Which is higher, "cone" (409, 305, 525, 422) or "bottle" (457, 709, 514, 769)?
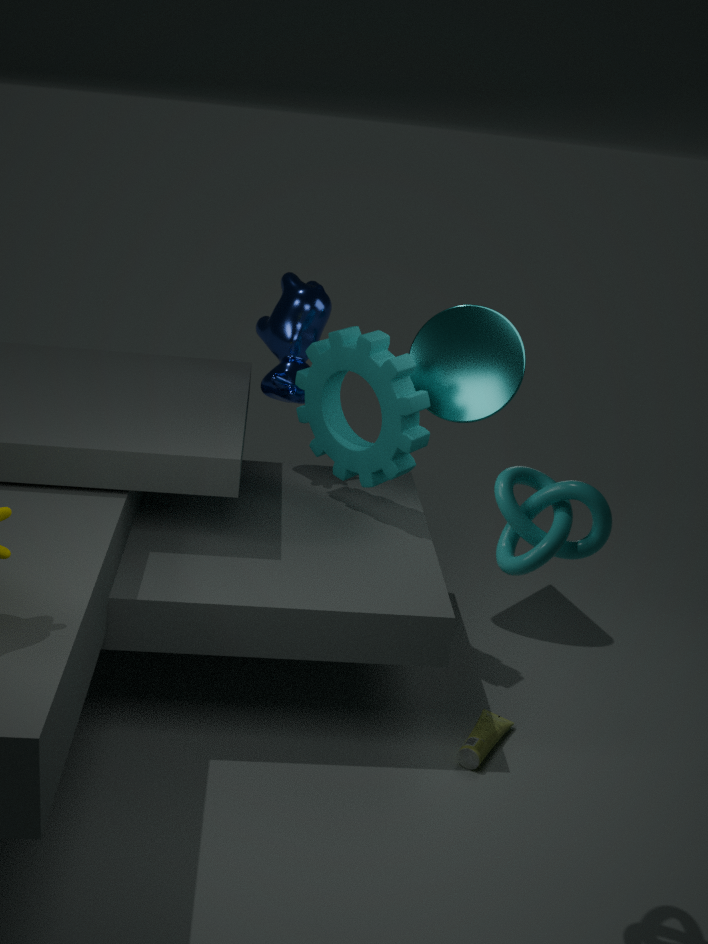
"cone" (409, 305, 525, 422)
